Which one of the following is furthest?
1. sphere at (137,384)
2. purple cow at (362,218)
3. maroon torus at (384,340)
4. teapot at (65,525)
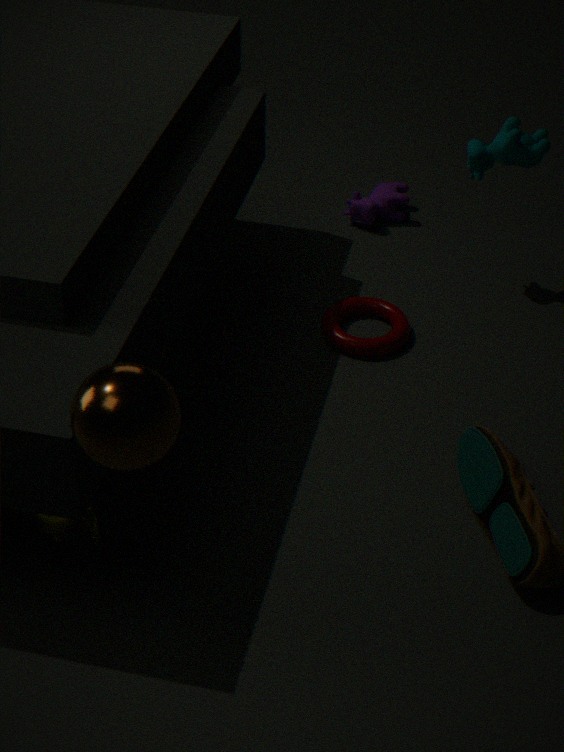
purple cow at (362,218)
